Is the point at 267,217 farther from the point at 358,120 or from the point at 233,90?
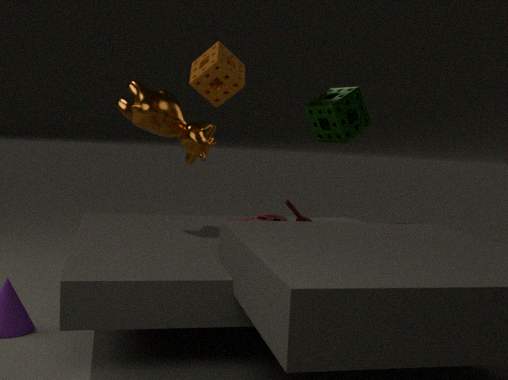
the point at 233,90
